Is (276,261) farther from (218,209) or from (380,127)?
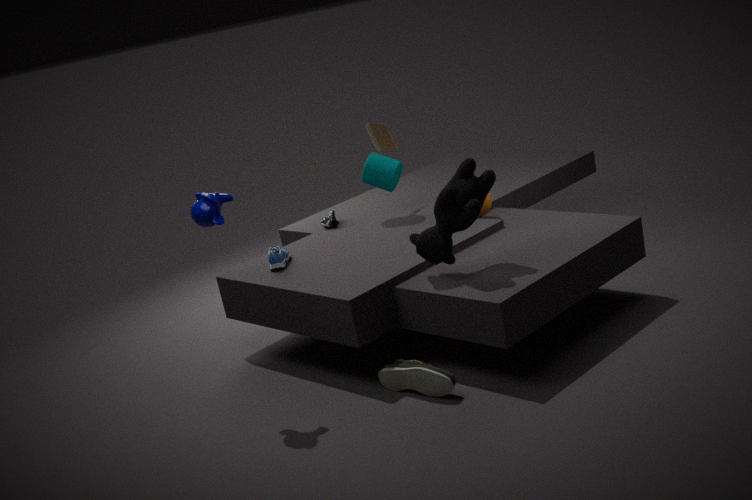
(380,127)
